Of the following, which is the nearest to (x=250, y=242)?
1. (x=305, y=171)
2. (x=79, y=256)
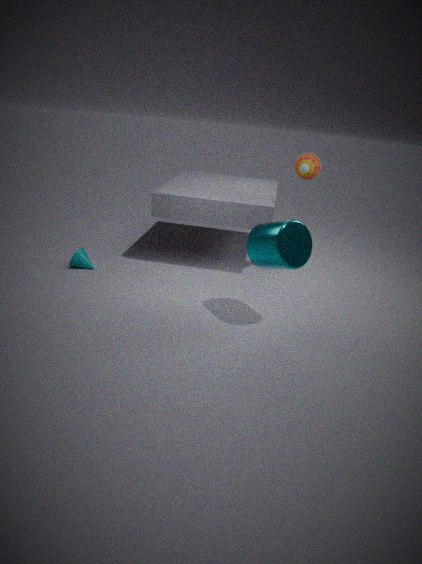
(x=305, y=171)
